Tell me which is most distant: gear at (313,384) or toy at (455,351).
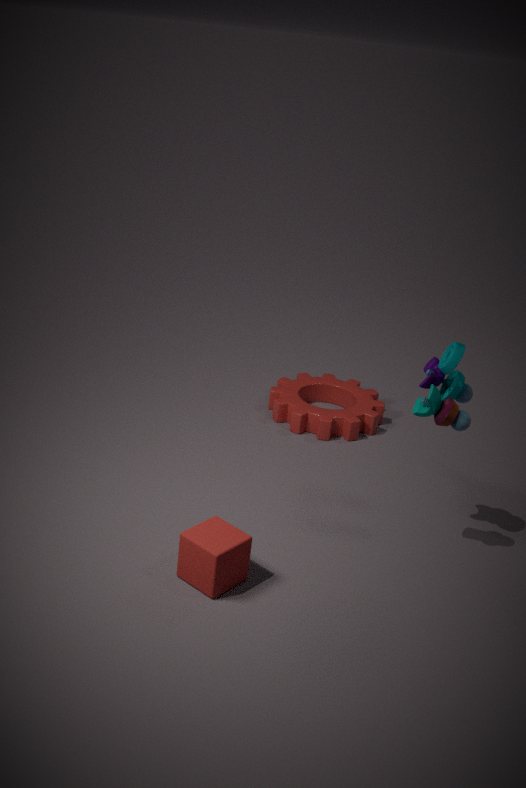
gear at (313,384)
